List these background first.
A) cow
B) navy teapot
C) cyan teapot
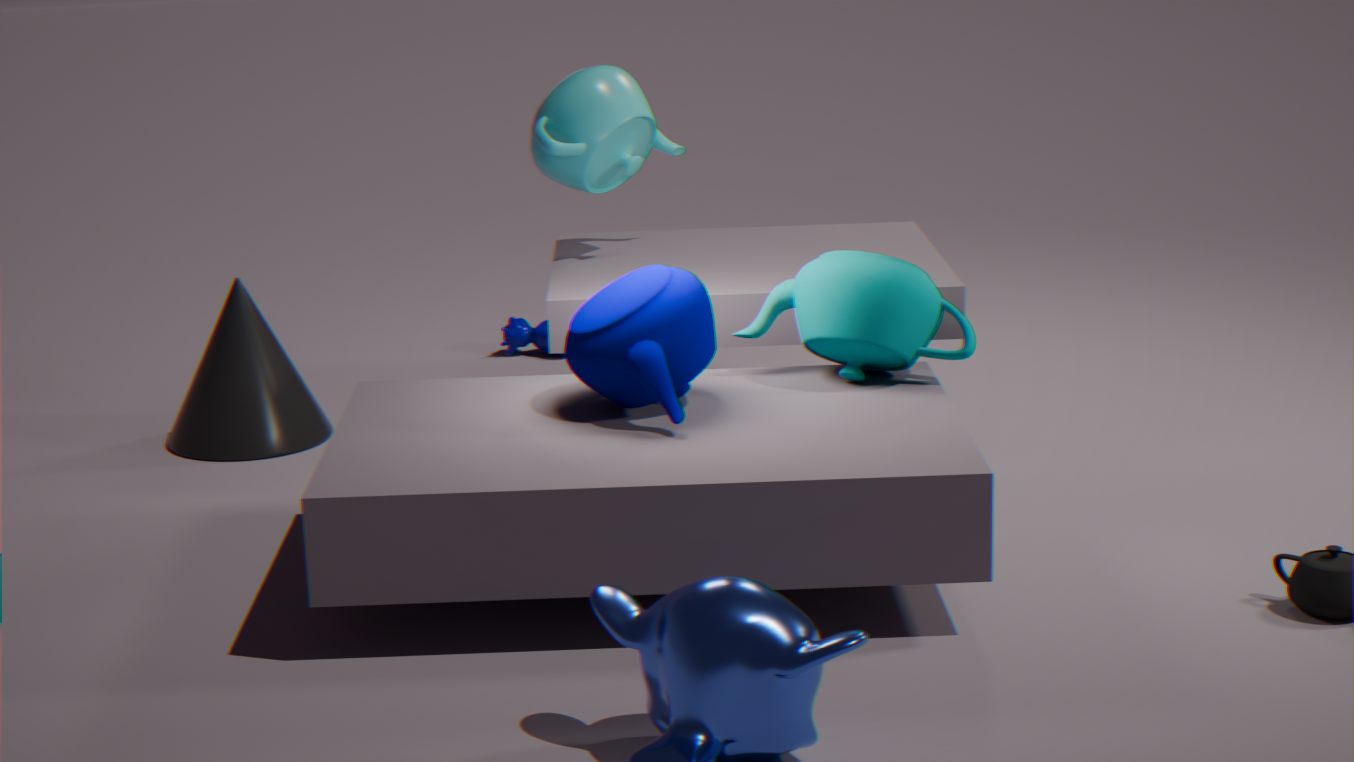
cow
cyan teapot
navy teapot
